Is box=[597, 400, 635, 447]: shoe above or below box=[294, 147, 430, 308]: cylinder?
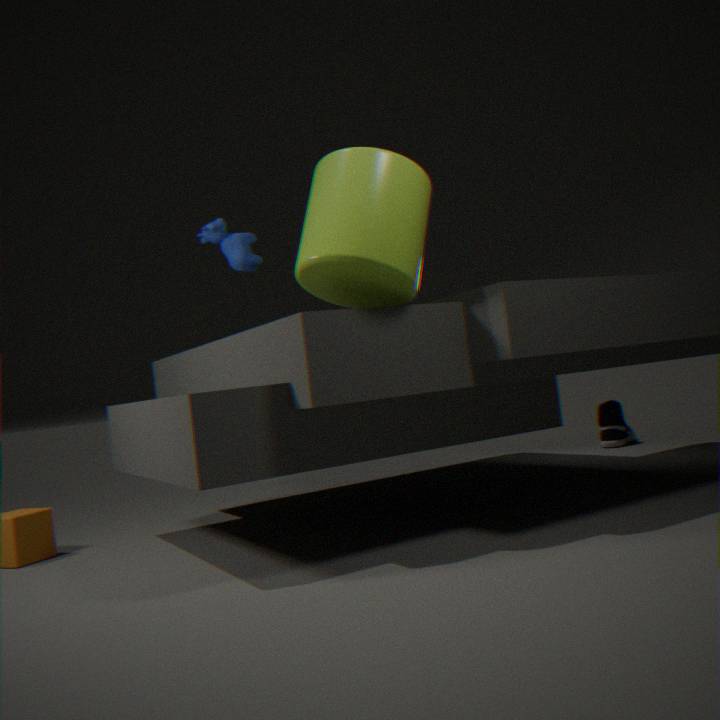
below
